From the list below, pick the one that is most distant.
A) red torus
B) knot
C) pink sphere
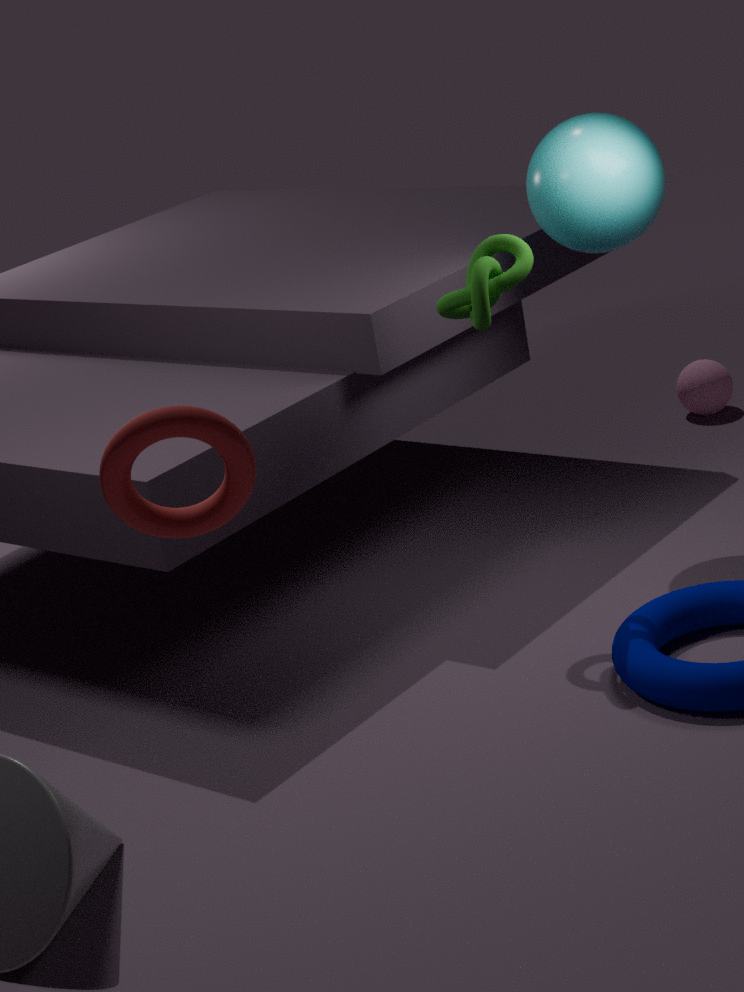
pink sphere
